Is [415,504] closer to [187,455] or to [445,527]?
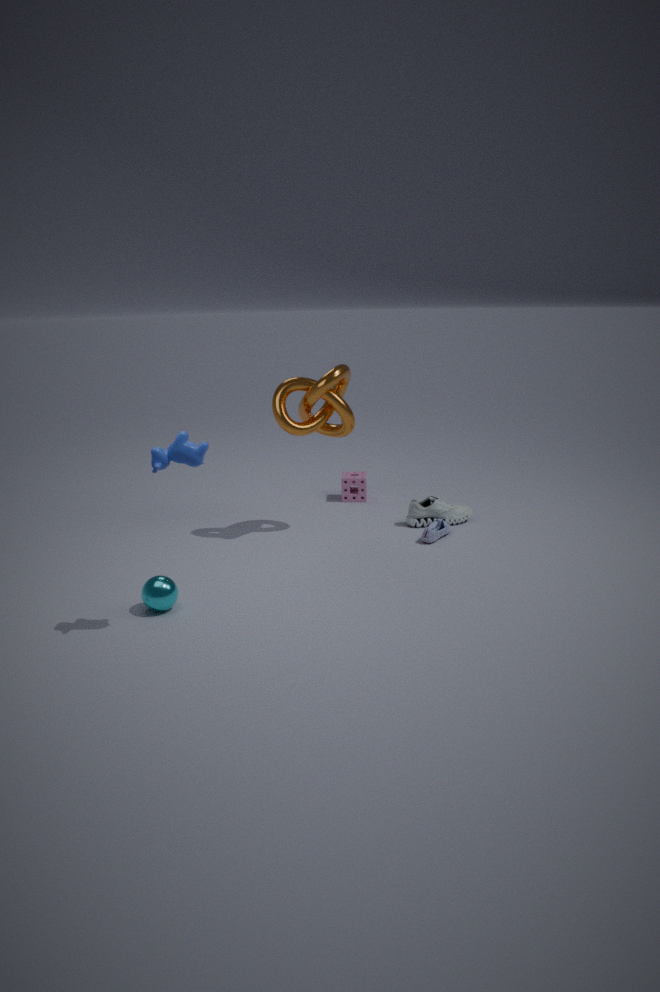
[445,527]
